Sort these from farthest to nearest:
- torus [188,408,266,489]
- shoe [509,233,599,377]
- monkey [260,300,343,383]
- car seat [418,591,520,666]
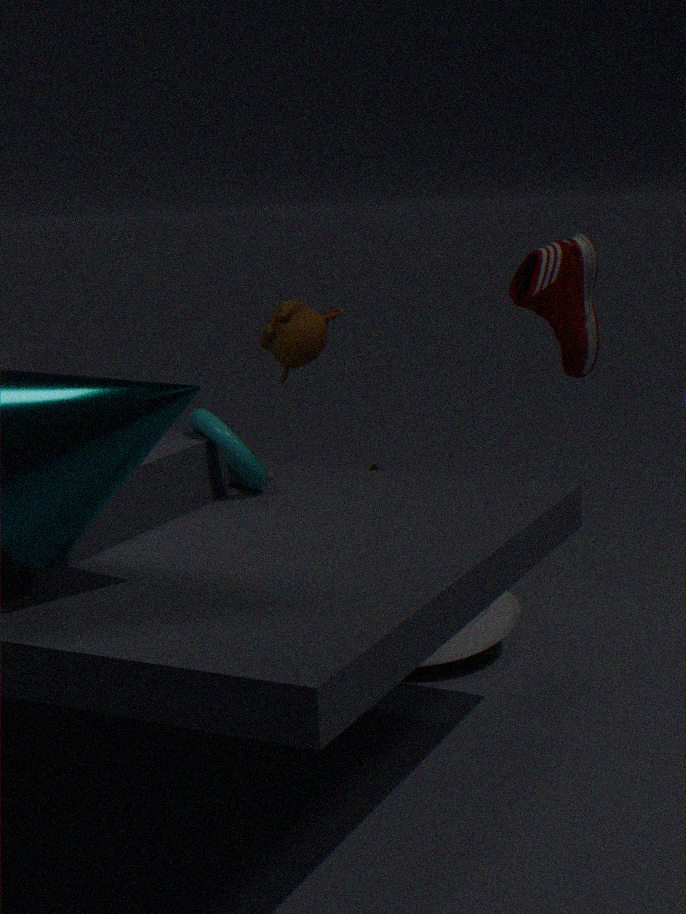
car seat [418,591,520,666] → shoe [509,233,599,377] → torus [188,408,266,489] → monkey [260,300,343,383]
